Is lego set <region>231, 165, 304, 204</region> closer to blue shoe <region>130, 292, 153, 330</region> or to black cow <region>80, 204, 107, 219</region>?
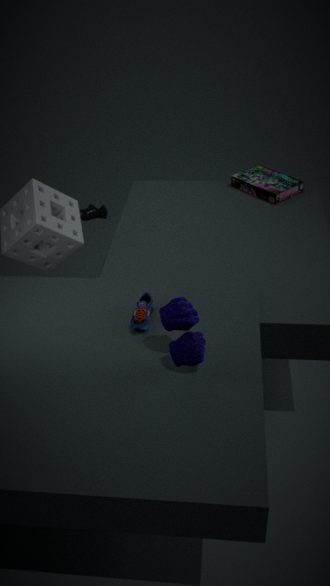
blue shoe <region>130, 292, 153, 330</region>
